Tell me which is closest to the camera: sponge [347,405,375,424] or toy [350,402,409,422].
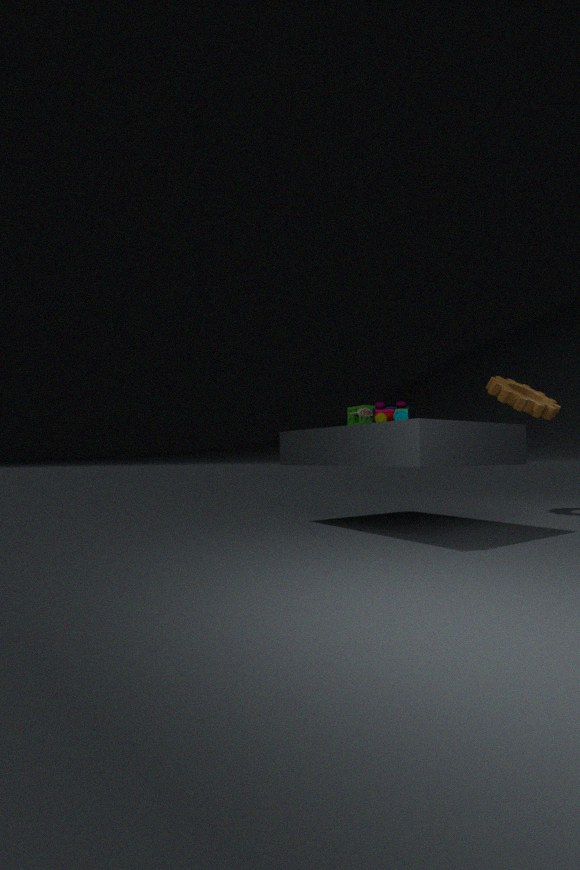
toy [350,402,409,422]
